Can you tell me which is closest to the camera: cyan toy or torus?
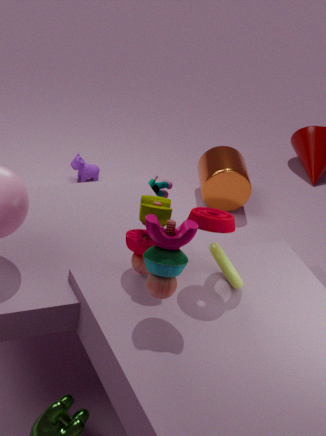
torus
